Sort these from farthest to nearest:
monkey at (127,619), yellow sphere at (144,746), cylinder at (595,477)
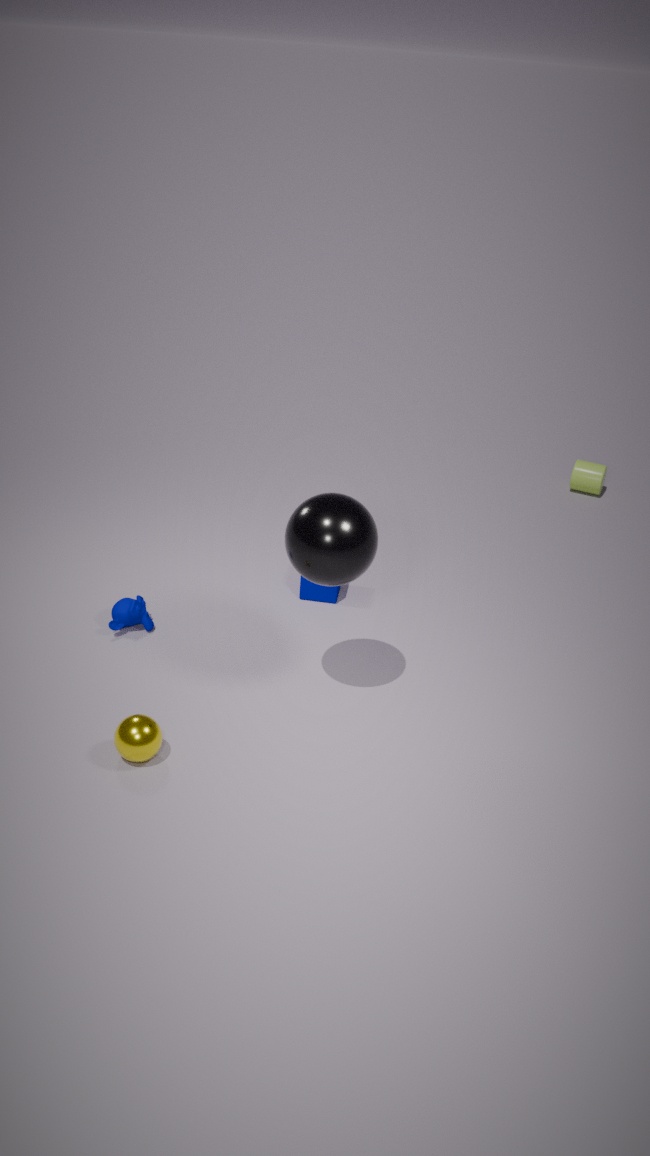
cylinder at (595,477), monkey at (127,619), yellow sphere at (144,746)
